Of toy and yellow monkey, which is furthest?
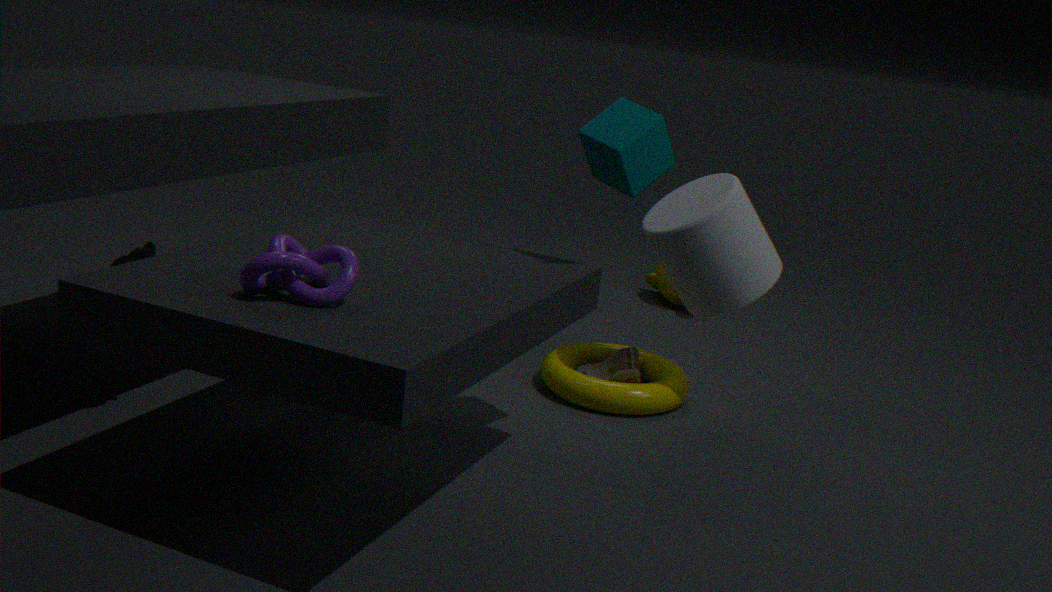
yellow monkey
